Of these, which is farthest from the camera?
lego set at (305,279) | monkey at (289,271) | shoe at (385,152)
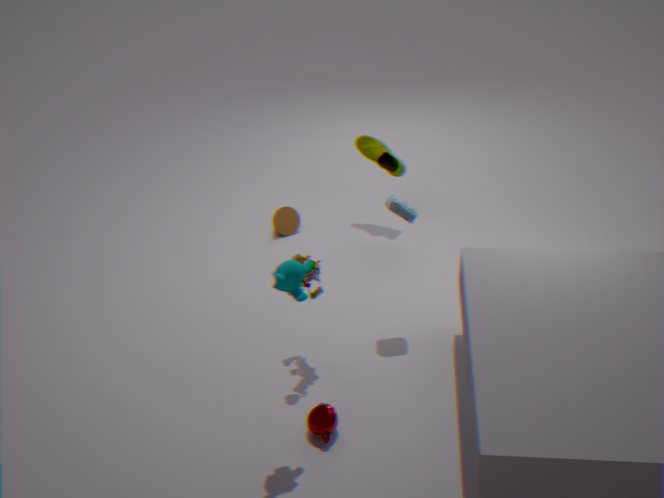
shoe at (385,152)
